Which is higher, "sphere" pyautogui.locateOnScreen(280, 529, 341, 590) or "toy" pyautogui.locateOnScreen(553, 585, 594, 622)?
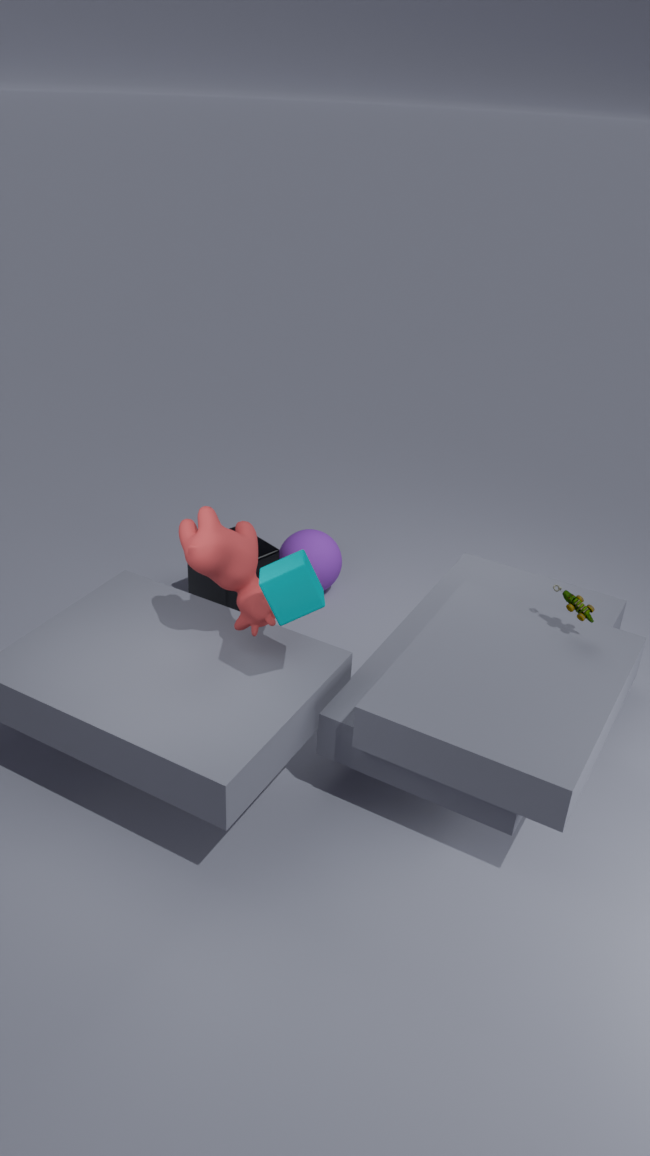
"toy" pyautogui.locateOnScreen(553, 585, 594, 622)
